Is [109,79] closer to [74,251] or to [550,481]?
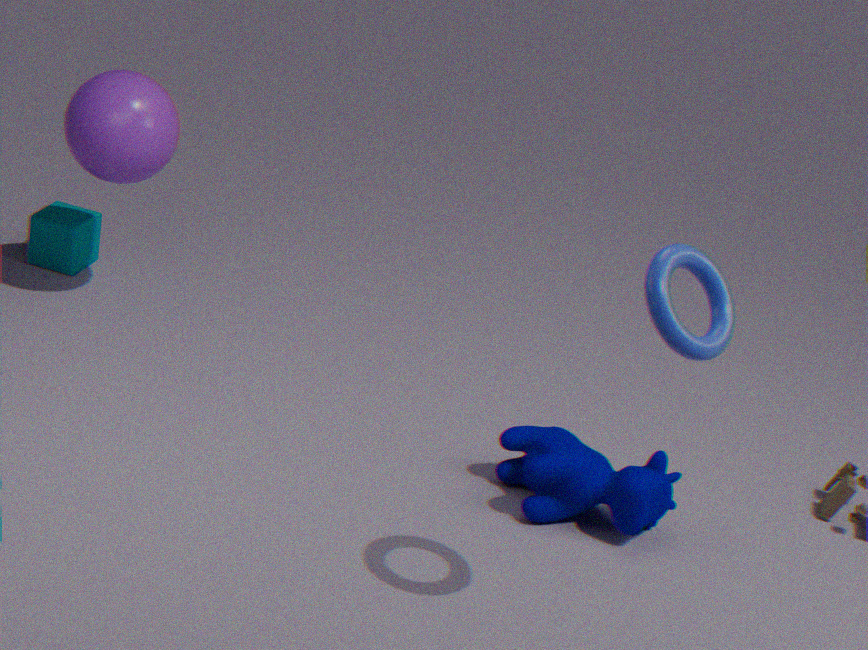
[74,251]
